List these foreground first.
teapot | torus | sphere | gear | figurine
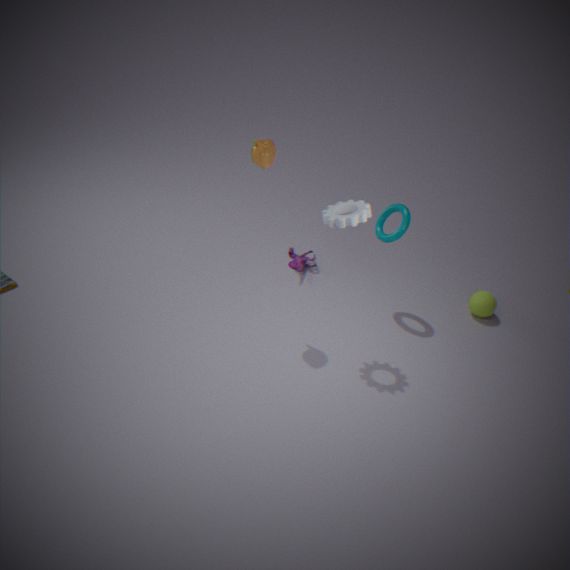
gear < teapot < torus < sphere < figurine
